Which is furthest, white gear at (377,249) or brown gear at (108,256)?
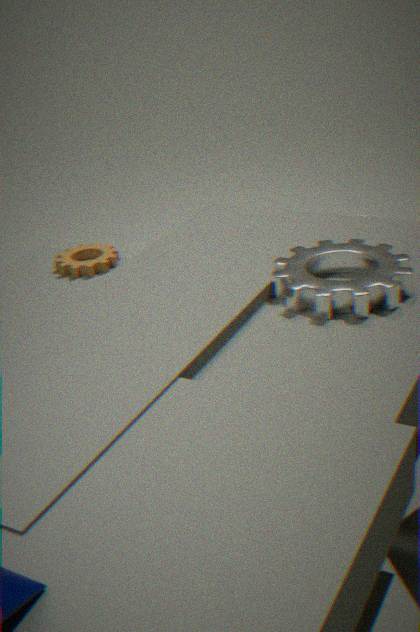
brown gear at (108,256)
